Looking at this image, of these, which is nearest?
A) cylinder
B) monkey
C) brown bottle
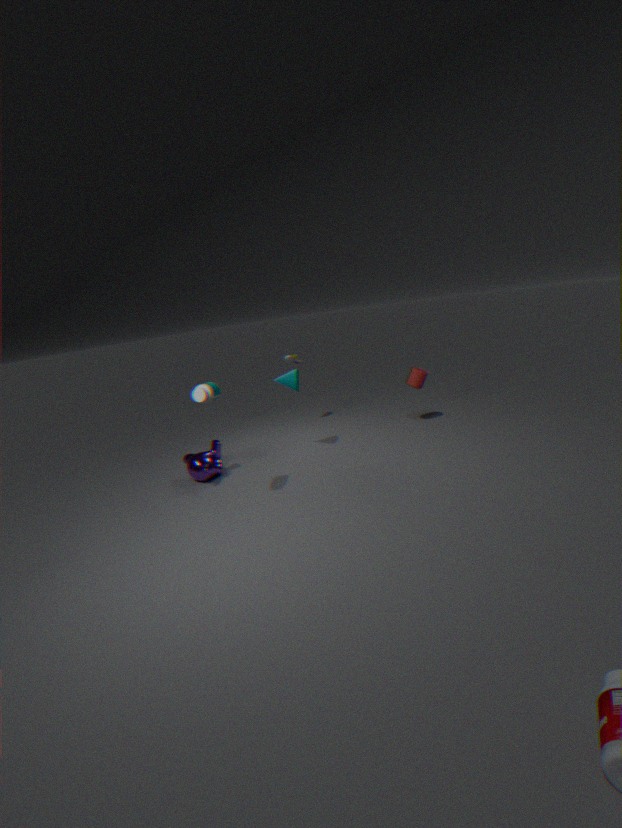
brown bottle
